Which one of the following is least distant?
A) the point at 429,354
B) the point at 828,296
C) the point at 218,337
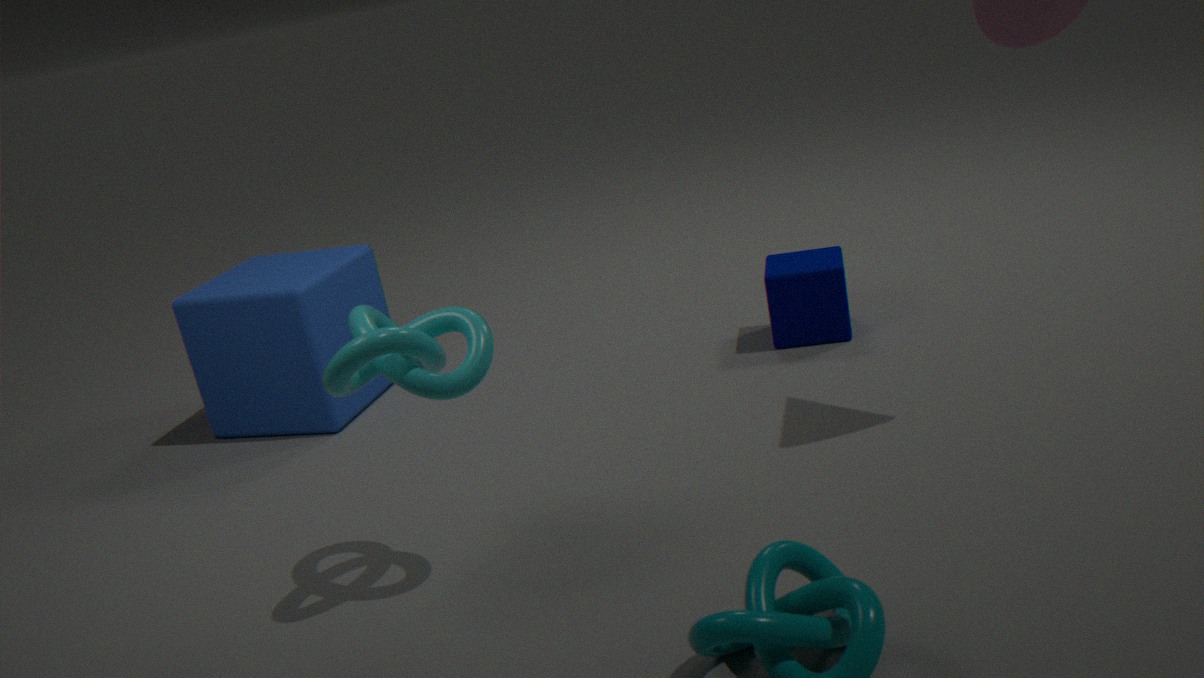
the point at 429,354
